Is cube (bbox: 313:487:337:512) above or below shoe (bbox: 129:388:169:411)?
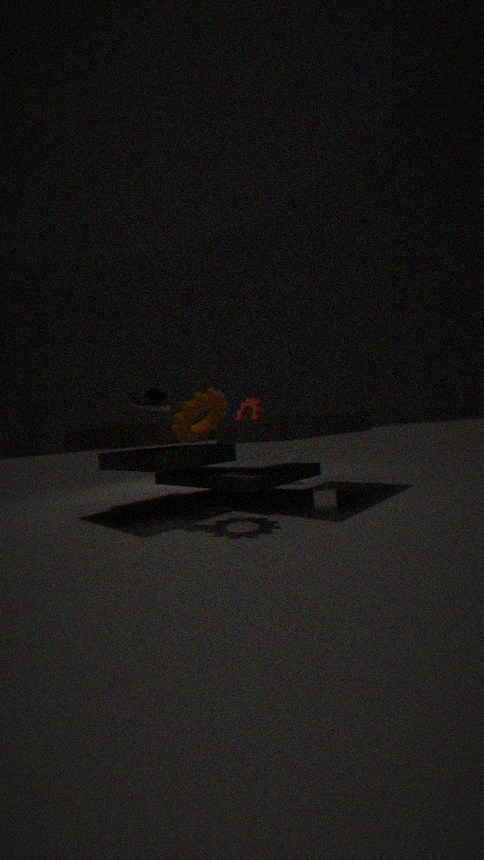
below
